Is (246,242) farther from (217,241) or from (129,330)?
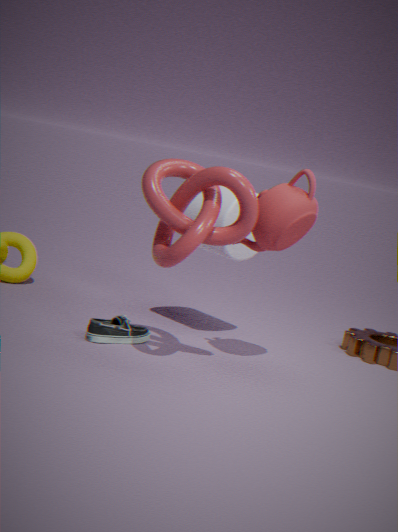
(129,330)
